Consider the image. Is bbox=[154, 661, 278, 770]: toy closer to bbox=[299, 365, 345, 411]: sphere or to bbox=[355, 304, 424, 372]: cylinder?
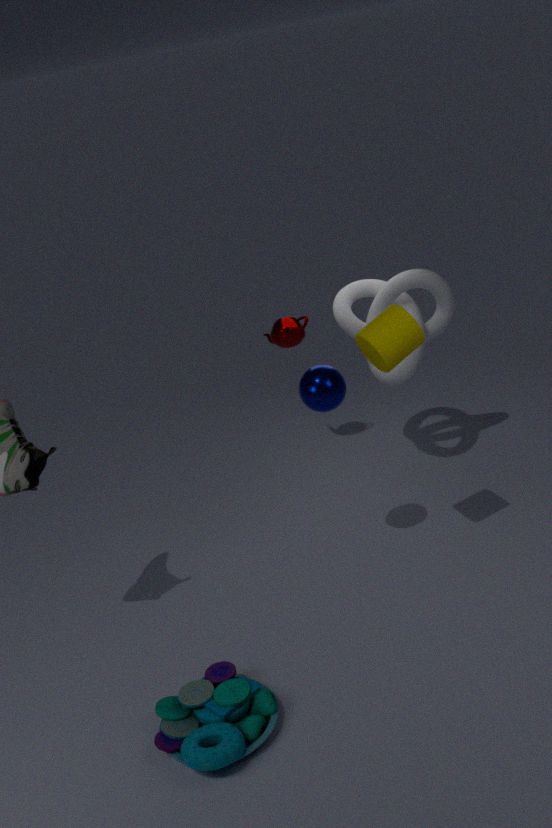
bbox=[299, 365, 345, 411]: sphere
